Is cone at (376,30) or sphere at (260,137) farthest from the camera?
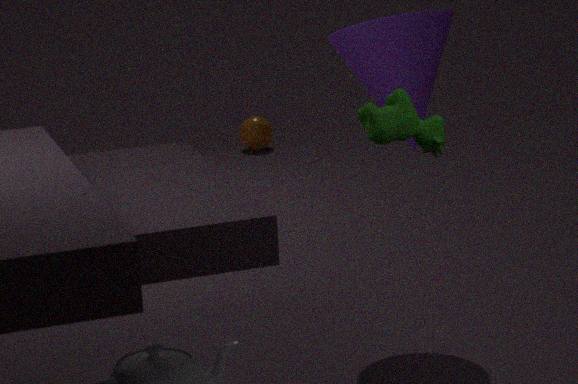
sphere at (260,137)
